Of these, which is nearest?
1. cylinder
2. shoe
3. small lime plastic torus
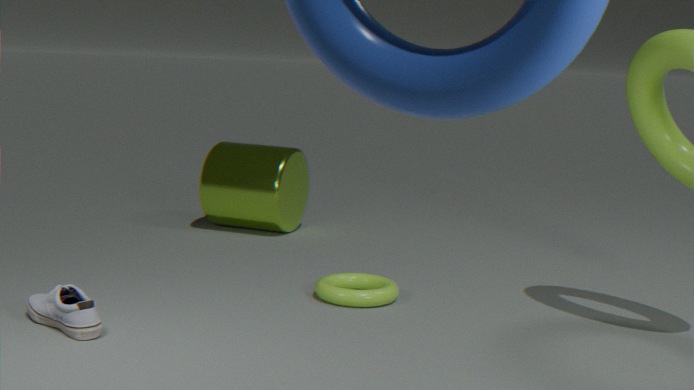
shoe
